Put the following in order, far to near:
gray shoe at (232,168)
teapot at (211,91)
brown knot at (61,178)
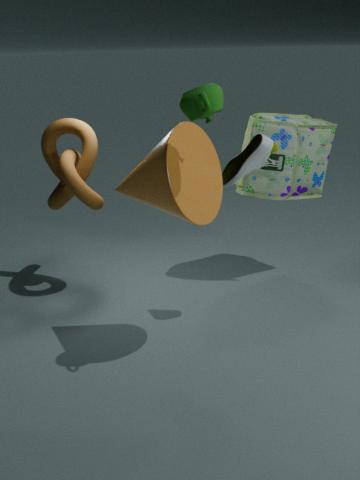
brown knot at (61,178), gray shoe at (232,168), teapot at (211,91)
